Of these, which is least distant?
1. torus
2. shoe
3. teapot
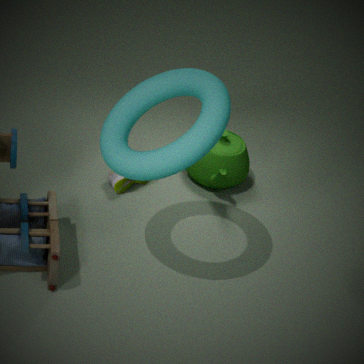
torus
